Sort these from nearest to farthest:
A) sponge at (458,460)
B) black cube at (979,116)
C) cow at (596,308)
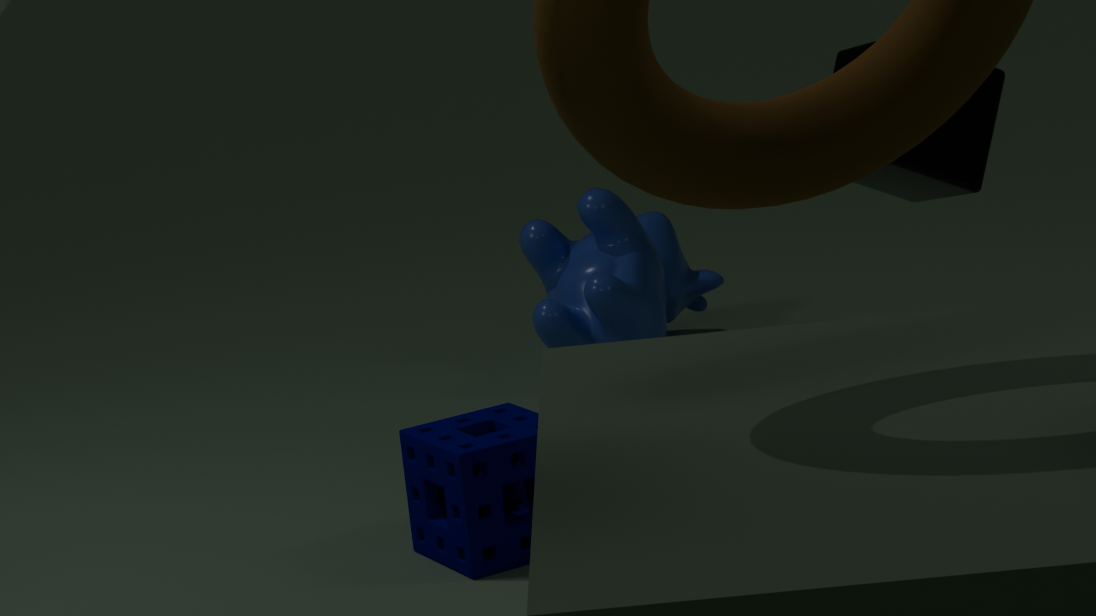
sponge at (458,460) < black cube at (979,116) < cow at (596,308)
